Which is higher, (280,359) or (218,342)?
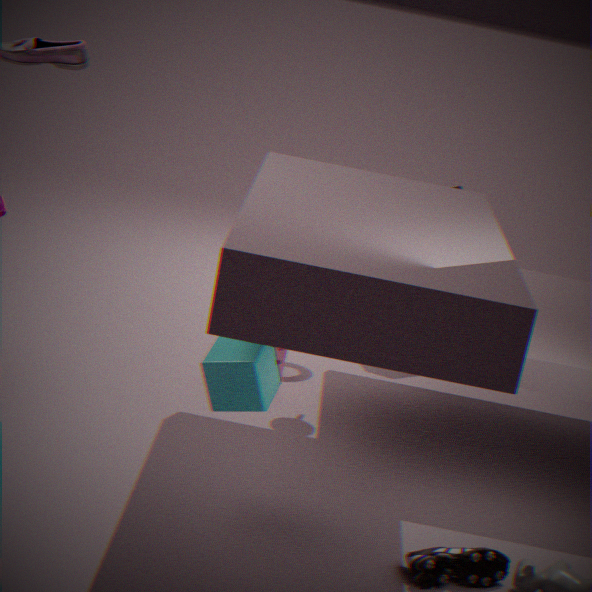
(218,342)
